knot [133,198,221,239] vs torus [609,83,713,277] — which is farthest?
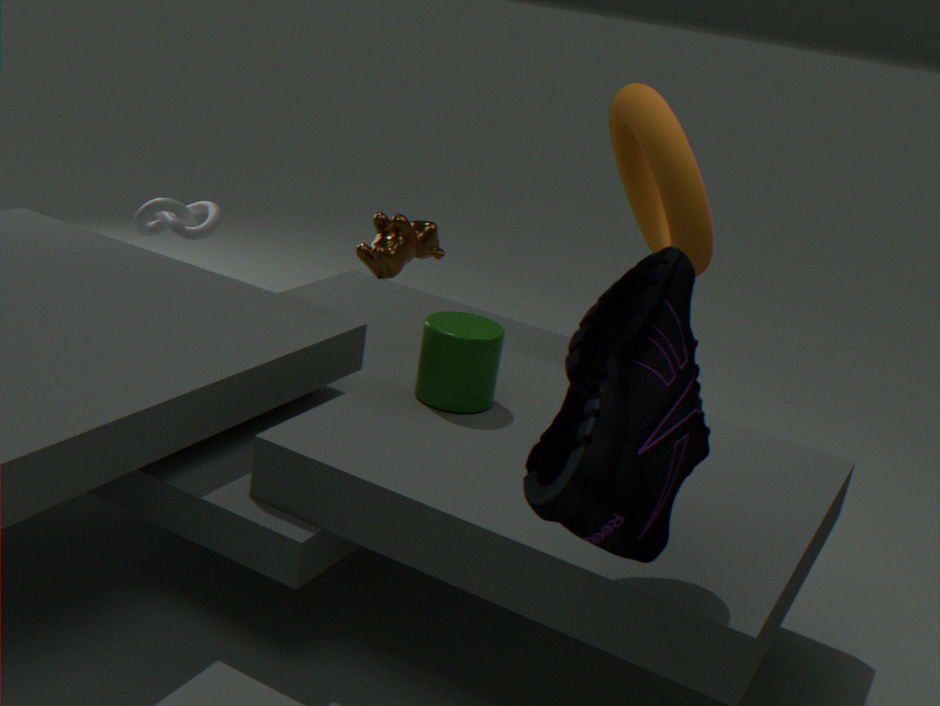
knot [133,198,221,239]
